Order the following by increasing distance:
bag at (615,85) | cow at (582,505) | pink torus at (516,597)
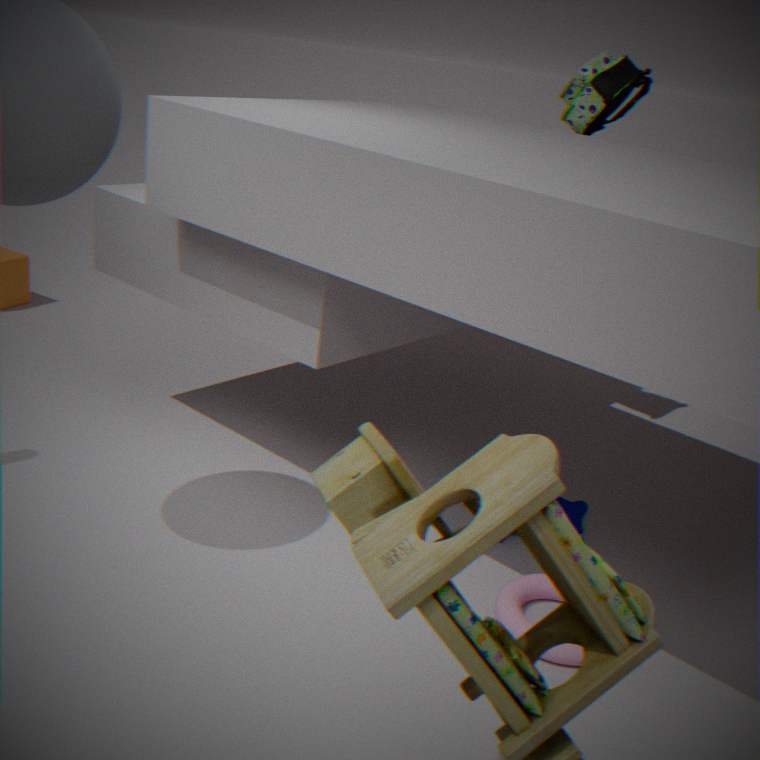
pink torus at (516,597)
cow at (582,505)
bag at (615,85)
